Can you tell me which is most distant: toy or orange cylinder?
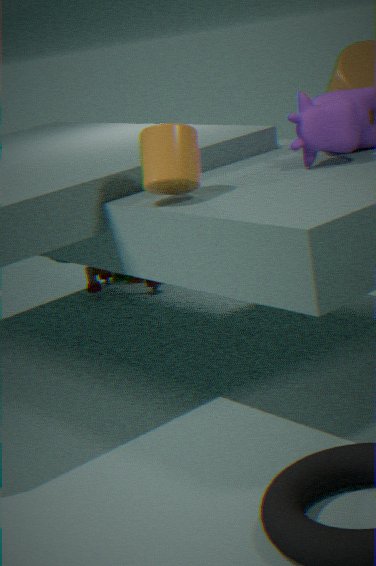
toy
